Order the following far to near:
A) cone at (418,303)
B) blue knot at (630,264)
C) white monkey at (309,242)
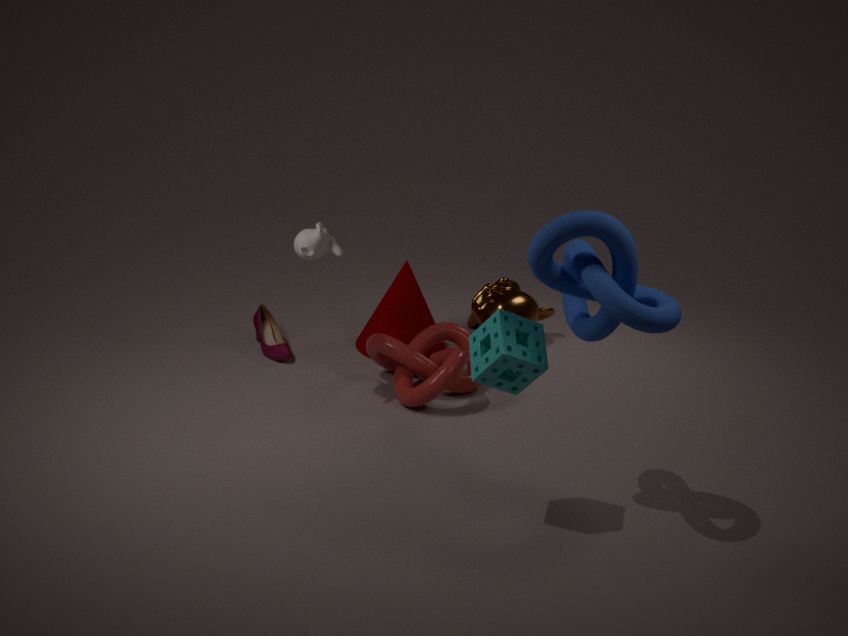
cone at (418,303) → white monkey at (309,242) → blue knot at (630,264)
